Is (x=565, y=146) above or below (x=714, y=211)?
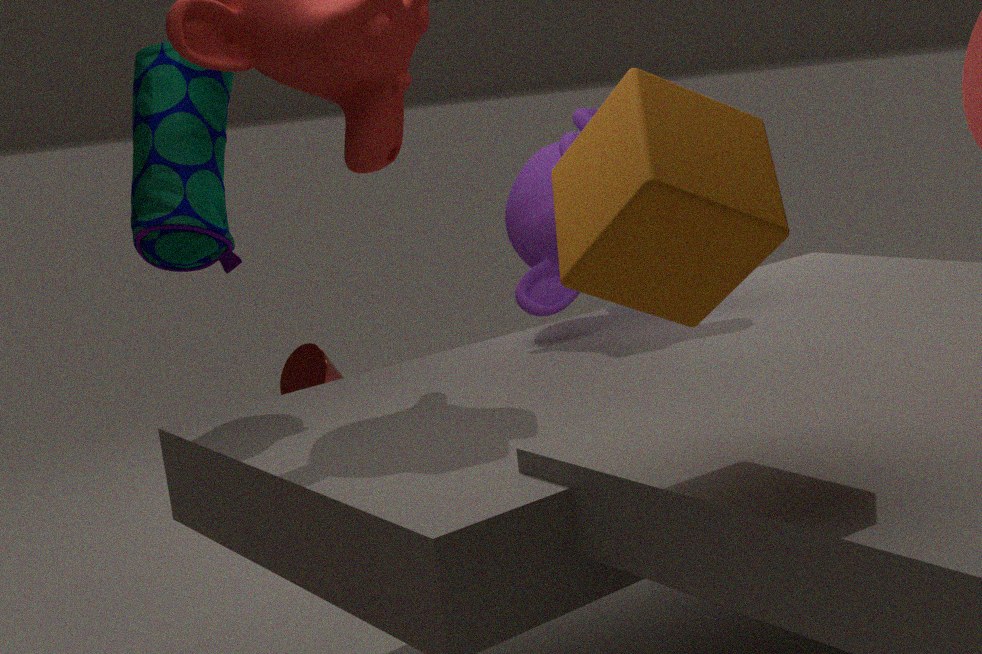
below
